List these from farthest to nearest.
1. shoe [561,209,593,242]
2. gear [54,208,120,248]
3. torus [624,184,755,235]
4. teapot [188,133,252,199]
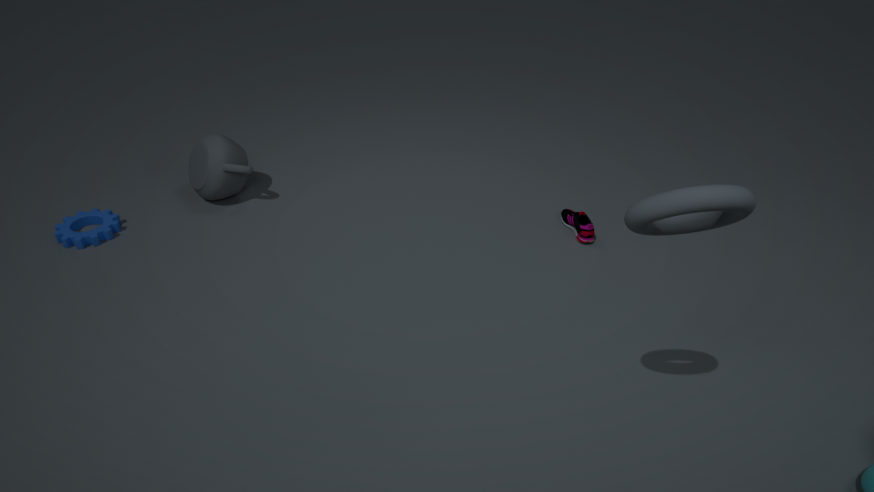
1. teapot [188,133,252,199]
2. shoe [561,209,593,242]
3. gear [54,208,120,248]
4. torus [624,184,755,235]
